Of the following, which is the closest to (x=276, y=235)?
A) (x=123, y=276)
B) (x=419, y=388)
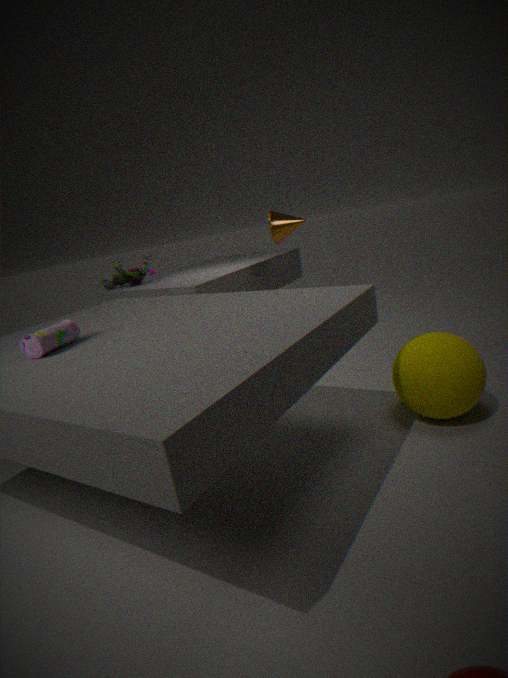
(x=123, y=276)
